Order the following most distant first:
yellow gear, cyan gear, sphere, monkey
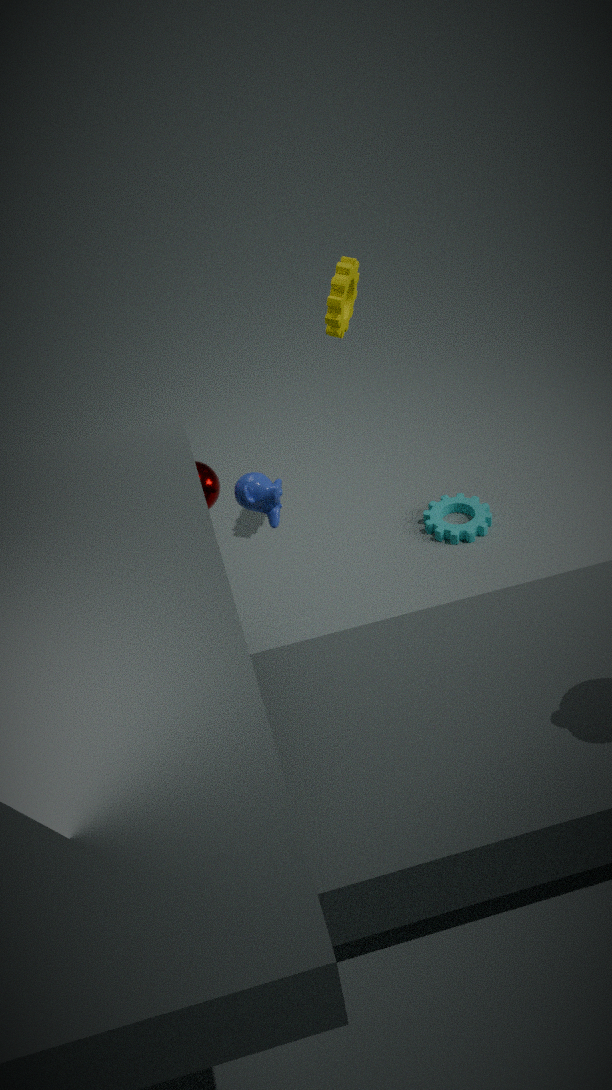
cyan gear < yellow gear < sphere < monkey
